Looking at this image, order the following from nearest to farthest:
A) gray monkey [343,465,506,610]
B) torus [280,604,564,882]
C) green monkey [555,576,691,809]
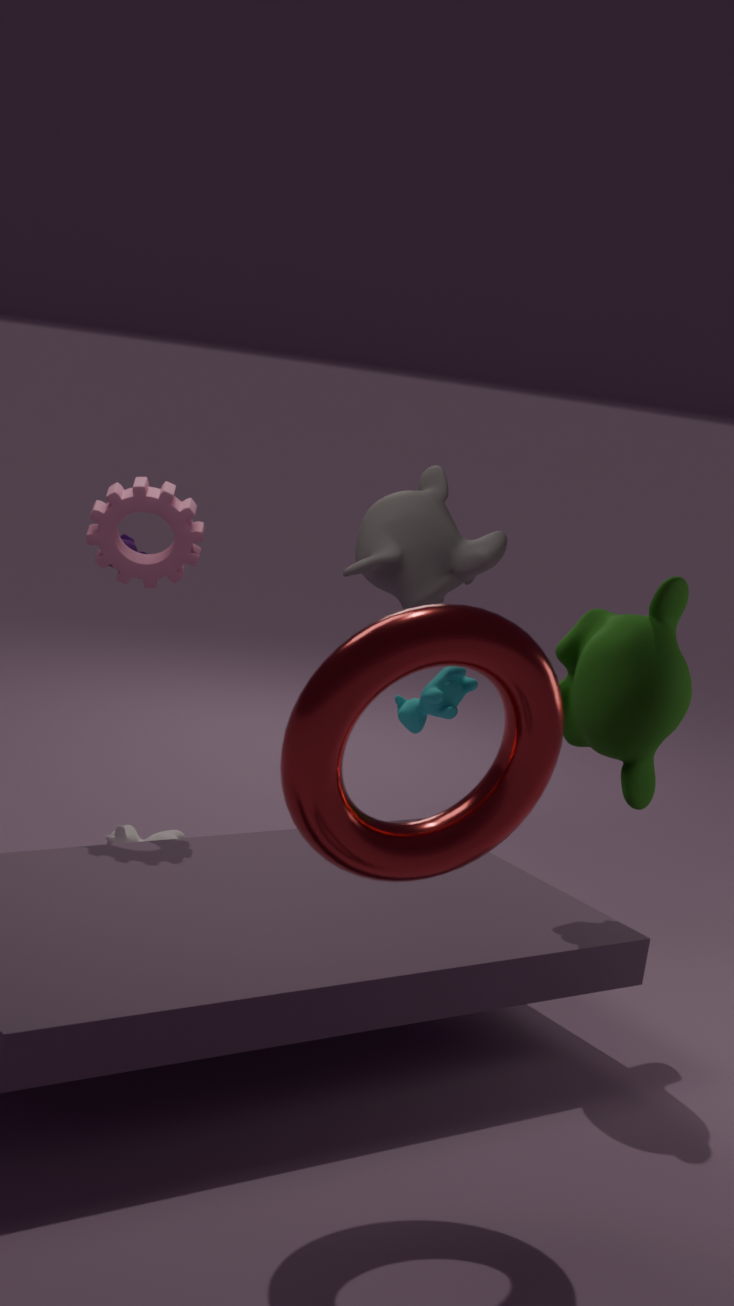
torus [280,604,564,882] < green monkey [555,576,691,809] < gray monkey [343,465,506,610]
